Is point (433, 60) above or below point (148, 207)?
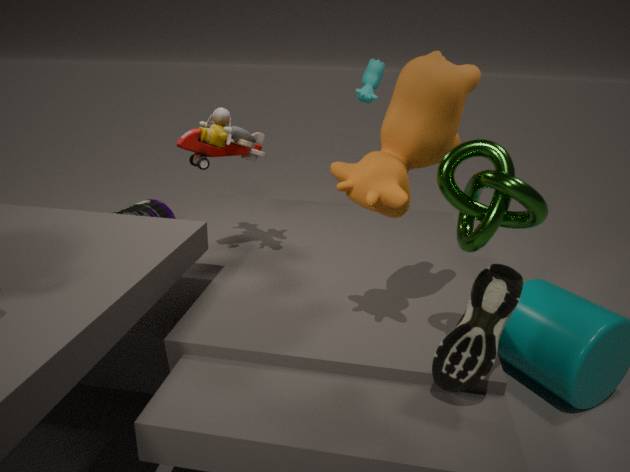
above
